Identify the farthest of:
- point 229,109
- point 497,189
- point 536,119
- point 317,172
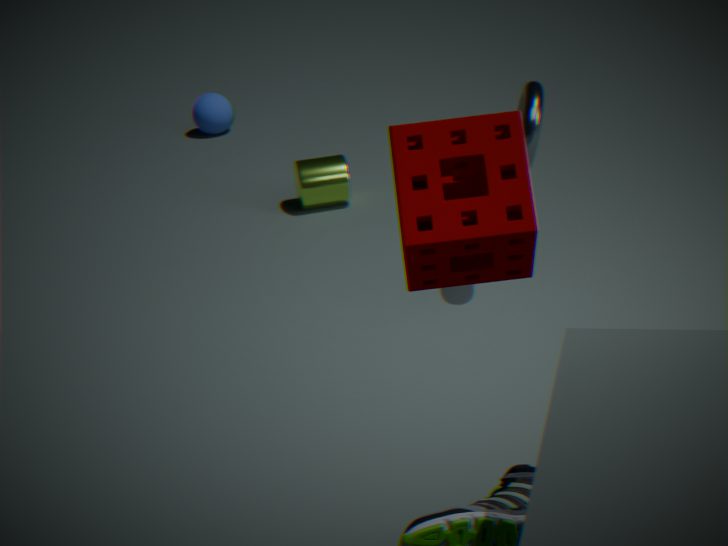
point 229,109
